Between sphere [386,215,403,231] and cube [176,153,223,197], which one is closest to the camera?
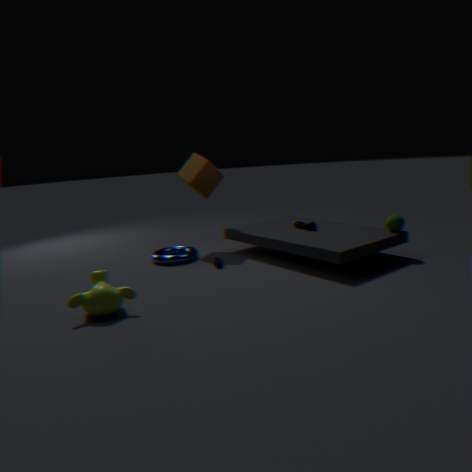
sphere [386,215,403,231]
